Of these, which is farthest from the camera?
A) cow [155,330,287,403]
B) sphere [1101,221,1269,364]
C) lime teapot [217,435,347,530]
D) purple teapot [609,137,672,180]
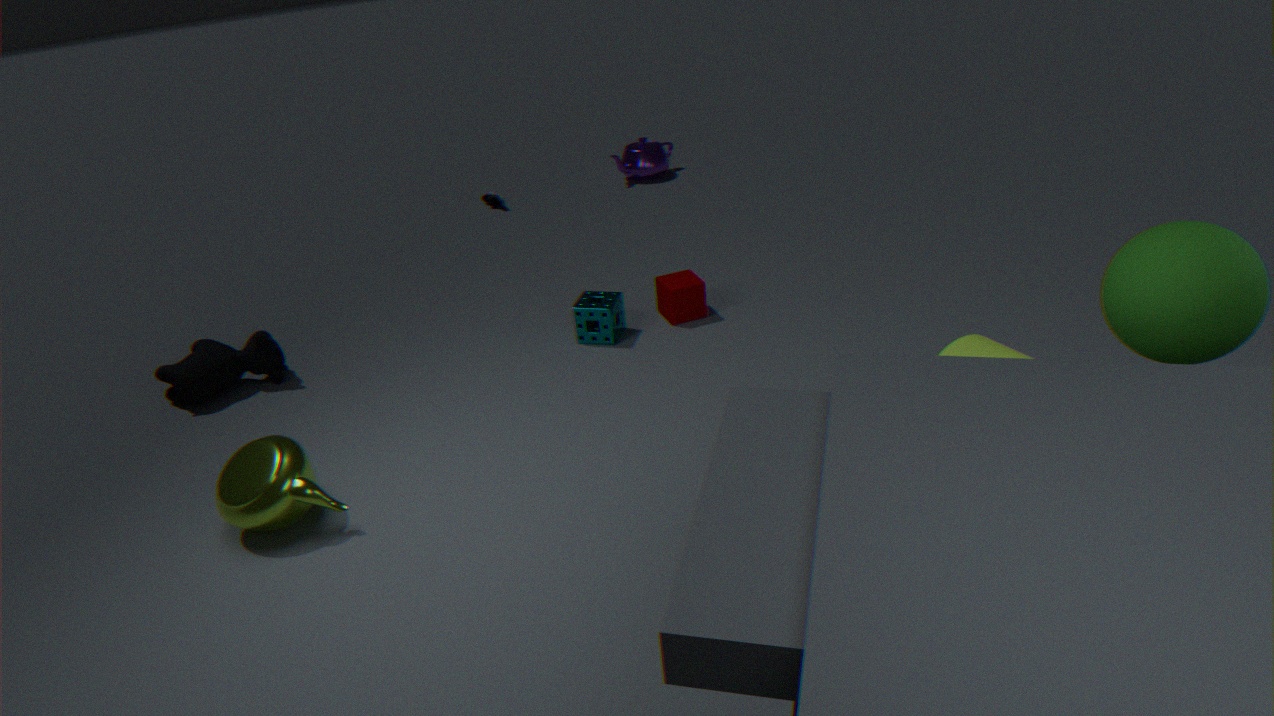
purple teapot [609,137,672,180]
